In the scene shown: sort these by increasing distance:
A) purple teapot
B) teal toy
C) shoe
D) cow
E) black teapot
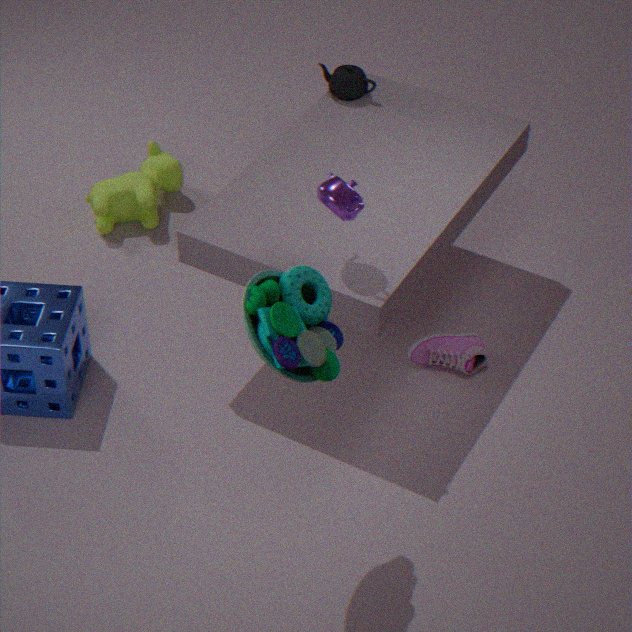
teal toy, purple teapot, shoe, black teapot, cow
